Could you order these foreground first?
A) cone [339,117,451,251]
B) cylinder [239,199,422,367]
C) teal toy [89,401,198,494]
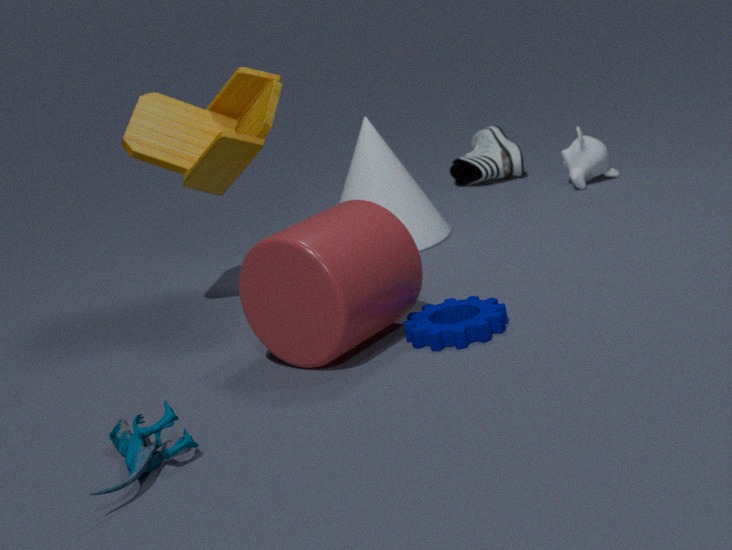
teal toy [89,401,198,494]
cylinder [239,199,422,367]
cone [339,117,451,251]
